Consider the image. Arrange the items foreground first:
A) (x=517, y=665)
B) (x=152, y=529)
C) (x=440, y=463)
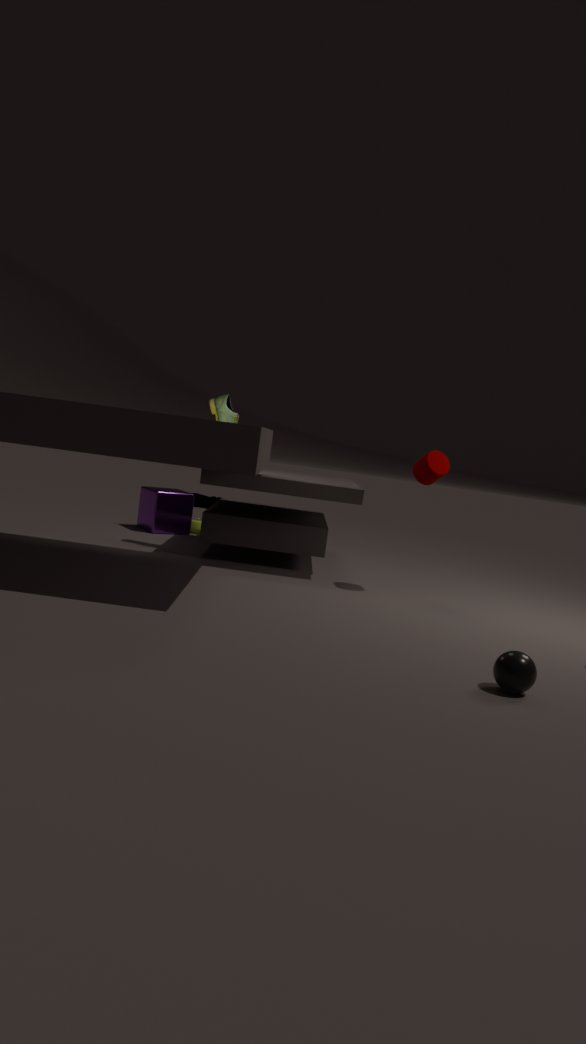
(x=517, y=665) → (x=440, y=463) → (x=152, y=529)
